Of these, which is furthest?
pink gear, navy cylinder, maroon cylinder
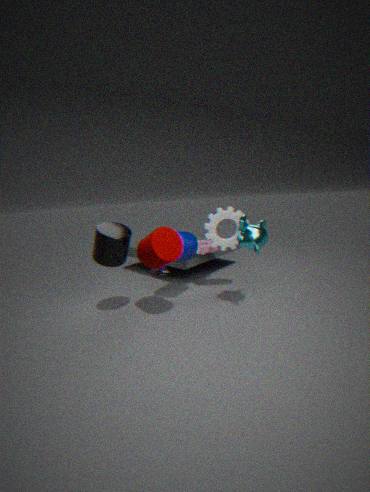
pink gear
